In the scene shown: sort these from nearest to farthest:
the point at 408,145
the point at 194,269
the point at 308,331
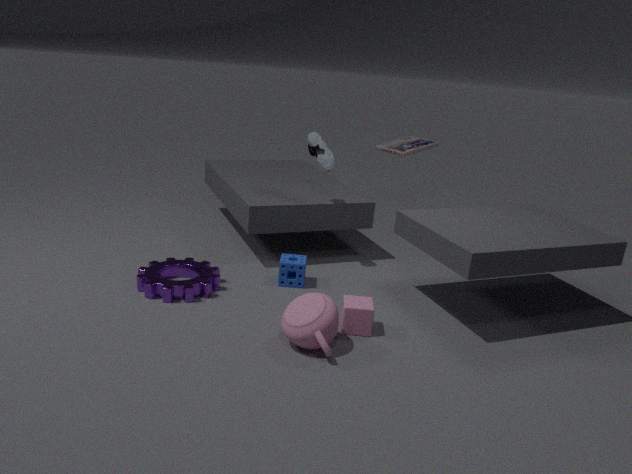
the point at 308,331 < the point at 194,269 < the point at 408,145
